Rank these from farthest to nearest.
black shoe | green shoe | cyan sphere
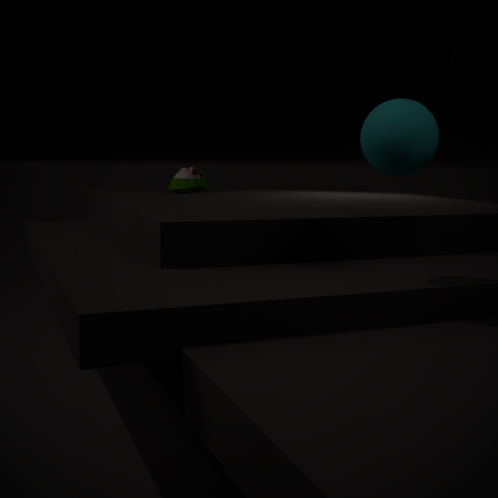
1. green shoe
2. black shoe
3. cyan sphere
